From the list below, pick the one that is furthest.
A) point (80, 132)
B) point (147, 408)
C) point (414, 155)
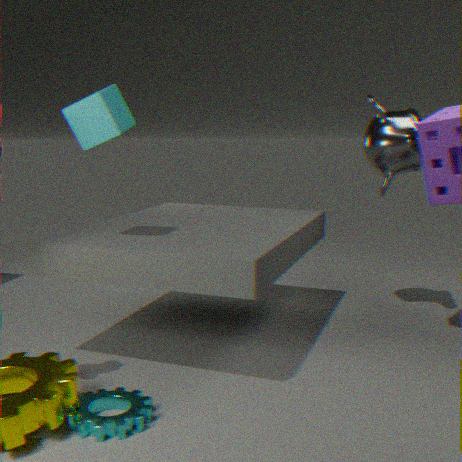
point (414, 155)
